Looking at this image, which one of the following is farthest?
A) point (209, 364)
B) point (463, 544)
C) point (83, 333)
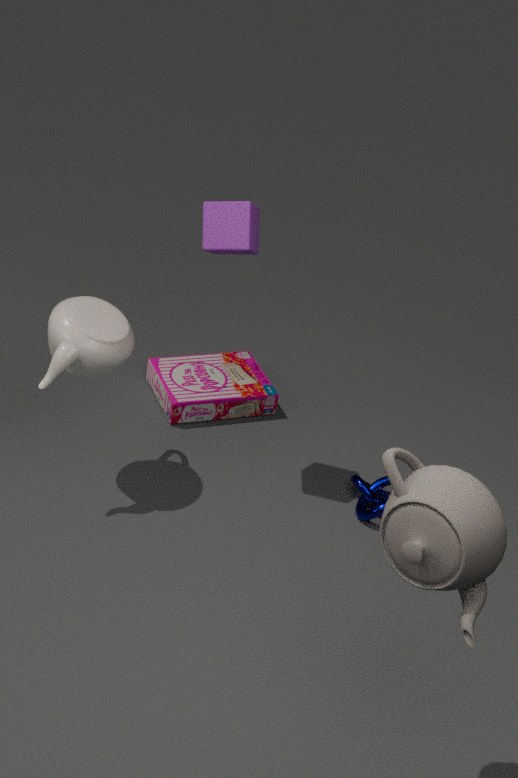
point (209, 364)
